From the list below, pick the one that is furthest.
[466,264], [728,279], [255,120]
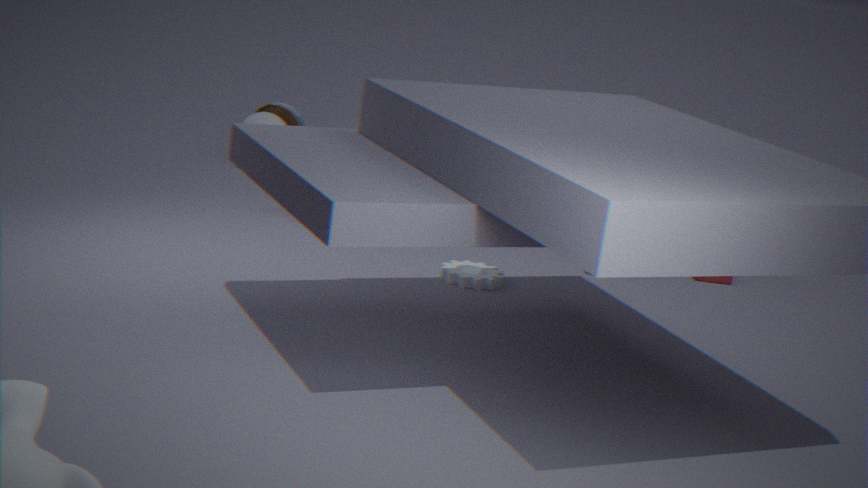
[255,120]
